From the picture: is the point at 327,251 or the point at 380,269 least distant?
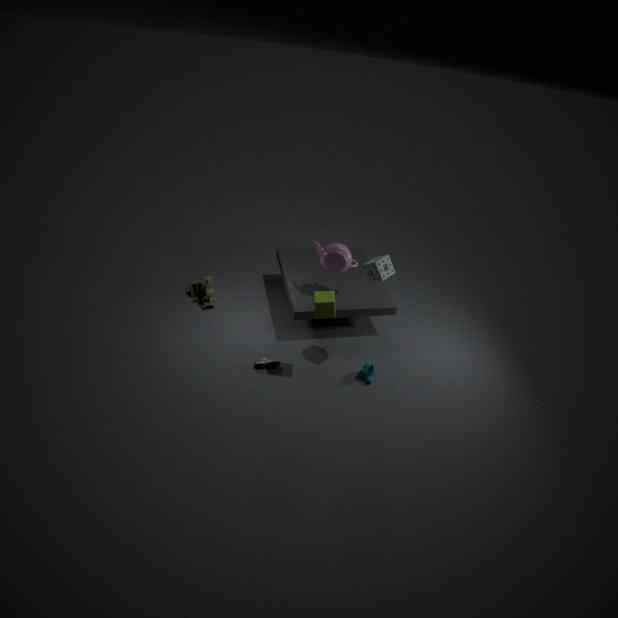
the point at 380,269
